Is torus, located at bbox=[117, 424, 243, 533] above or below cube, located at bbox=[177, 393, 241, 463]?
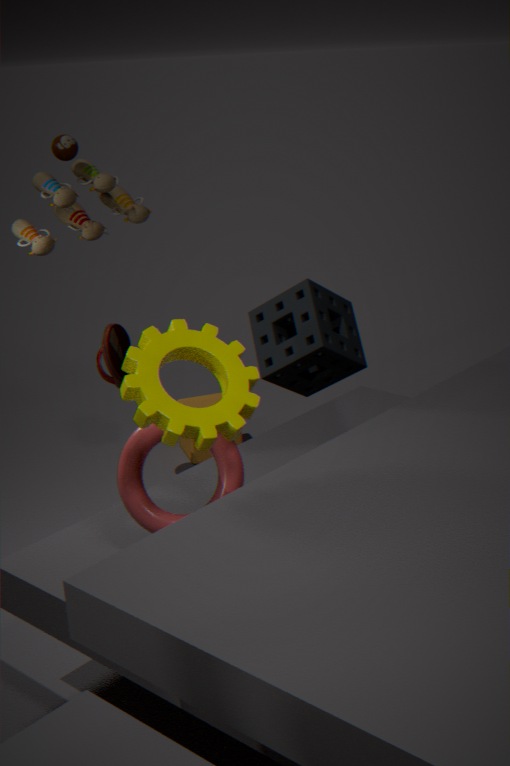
above
